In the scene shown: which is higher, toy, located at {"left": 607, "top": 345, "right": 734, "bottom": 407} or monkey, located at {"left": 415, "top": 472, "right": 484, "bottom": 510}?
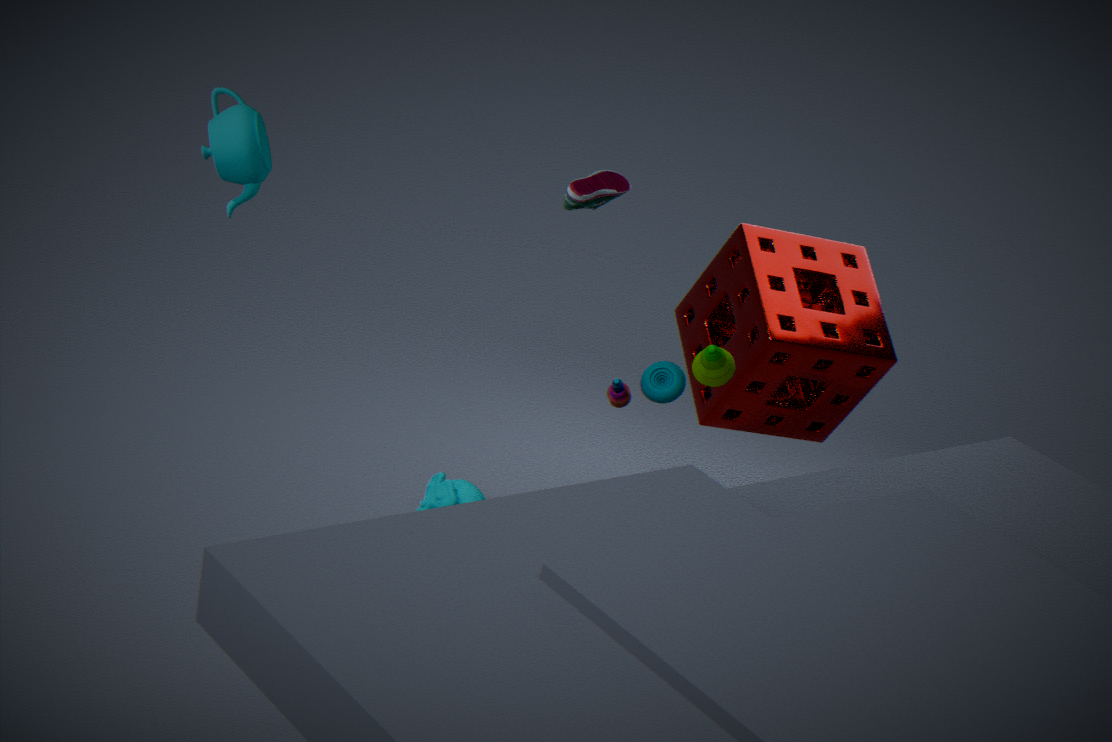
toy, located at {"left": 607, "top": 345, "right": 734, "bottom": 407}
